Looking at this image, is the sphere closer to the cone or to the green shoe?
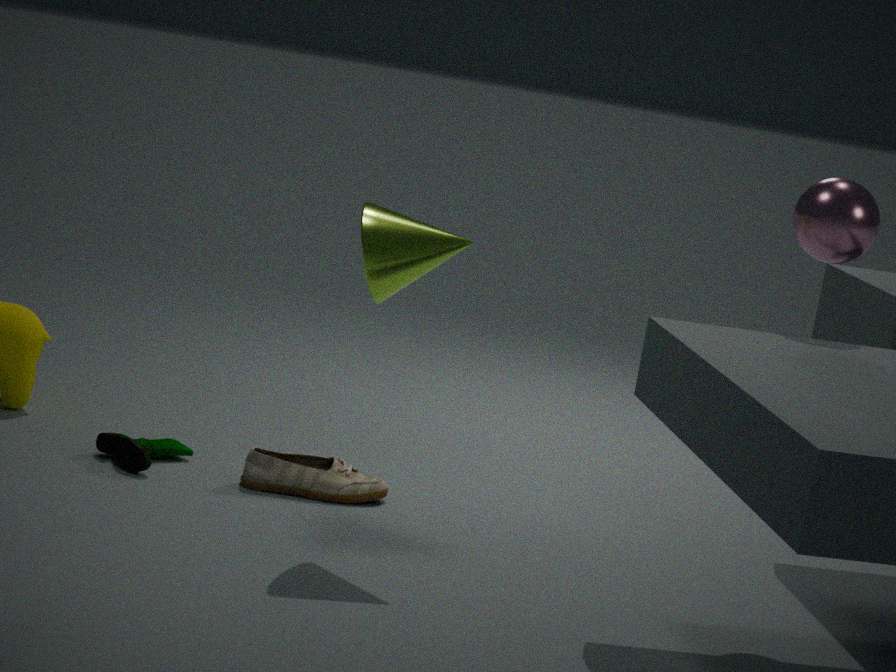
the cone
